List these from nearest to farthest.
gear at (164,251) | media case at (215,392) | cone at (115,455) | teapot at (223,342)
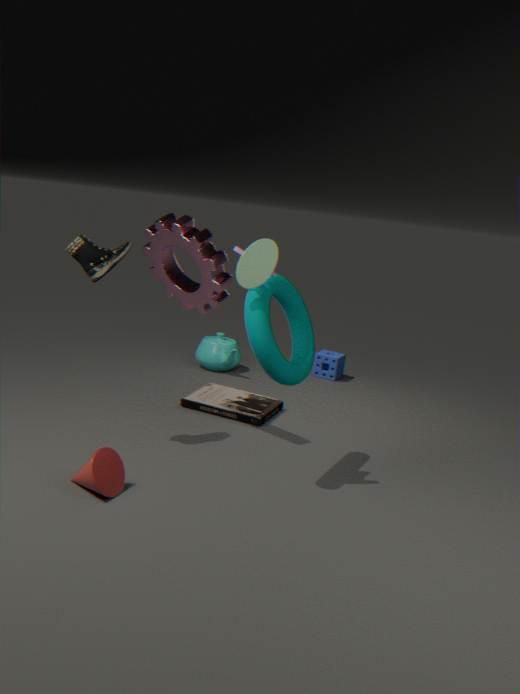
cone at (115,455), gear at (164,251), media case at (215,392), teapot at (223,342)
